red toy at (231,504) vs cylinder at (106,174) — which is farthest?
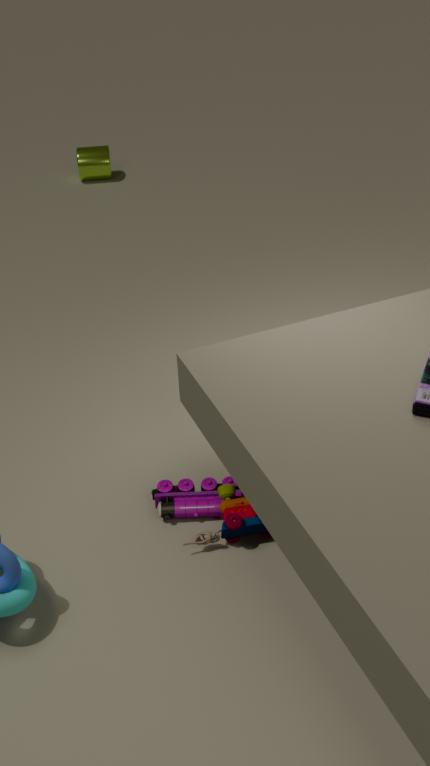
cylinder at (106,174)
